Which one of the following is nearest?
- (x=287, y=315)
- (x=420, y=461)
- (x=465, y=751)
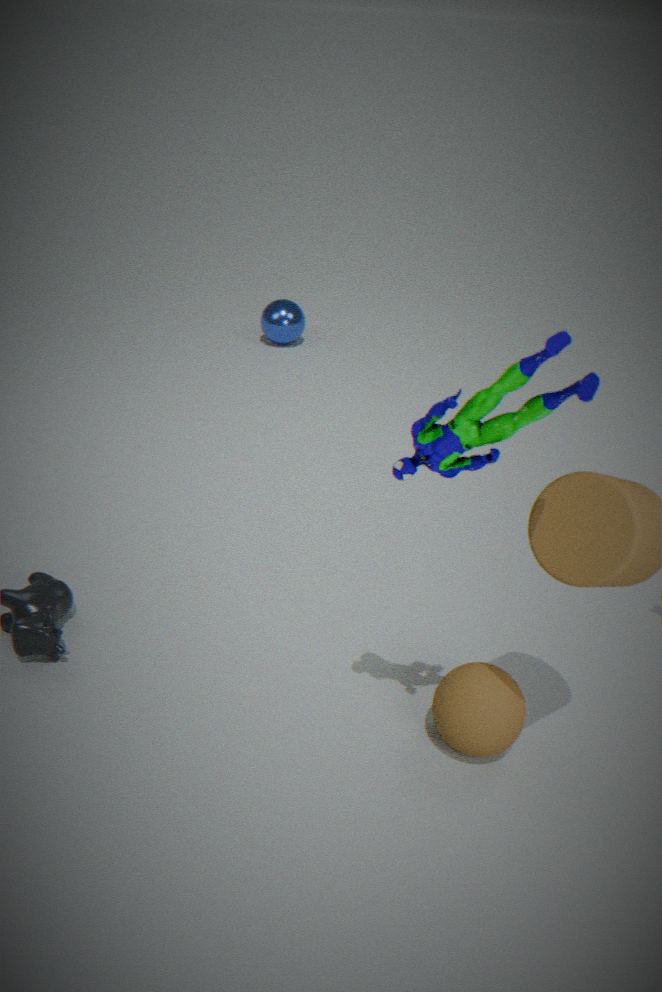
(x=420, y=461)
